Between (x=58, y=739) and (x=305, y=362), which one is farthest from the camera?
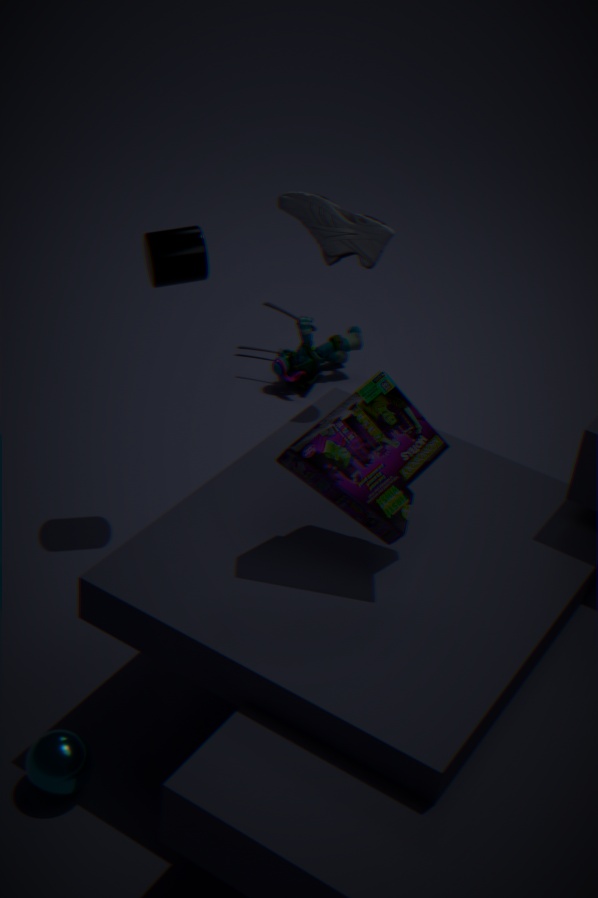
(x=305, y=362)
